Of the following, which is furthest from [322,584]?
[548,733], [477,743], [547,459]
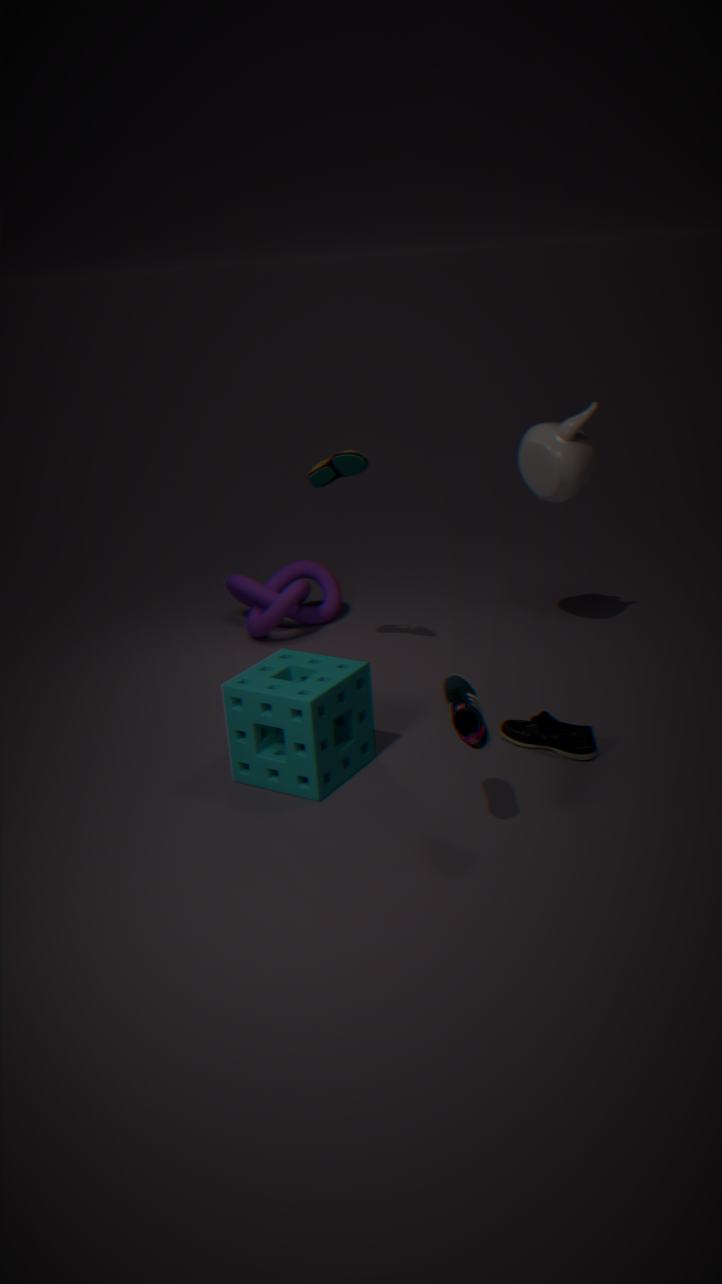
[477,743]
